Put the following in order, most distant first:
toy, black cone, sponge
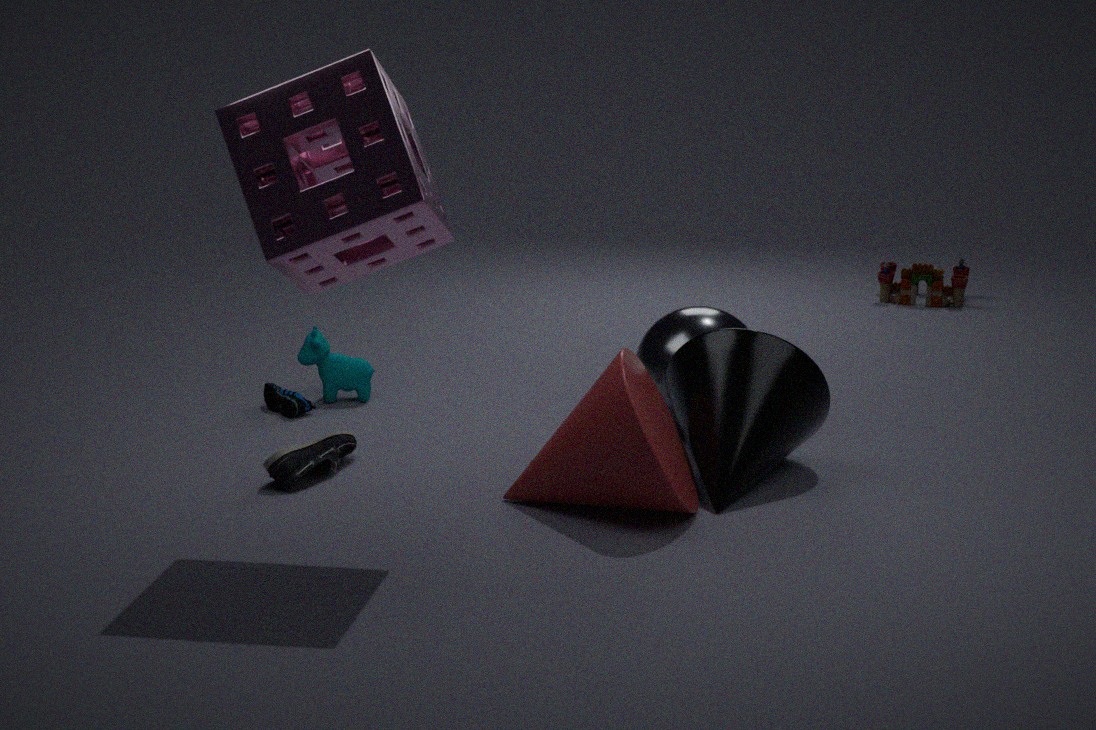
toy
black cone
sponge
